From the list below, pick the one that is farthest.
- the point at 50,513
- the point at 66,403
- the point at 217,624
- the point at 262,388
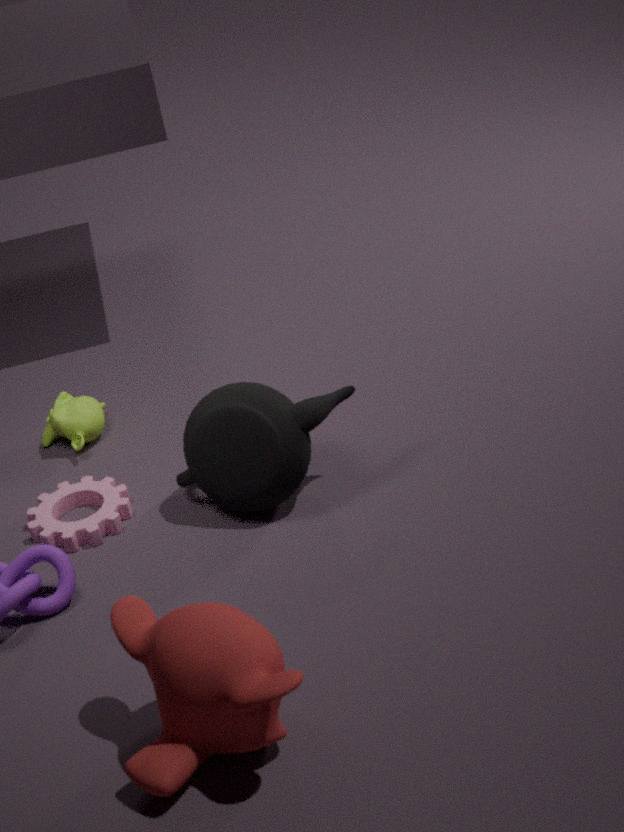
the point at 66,403
